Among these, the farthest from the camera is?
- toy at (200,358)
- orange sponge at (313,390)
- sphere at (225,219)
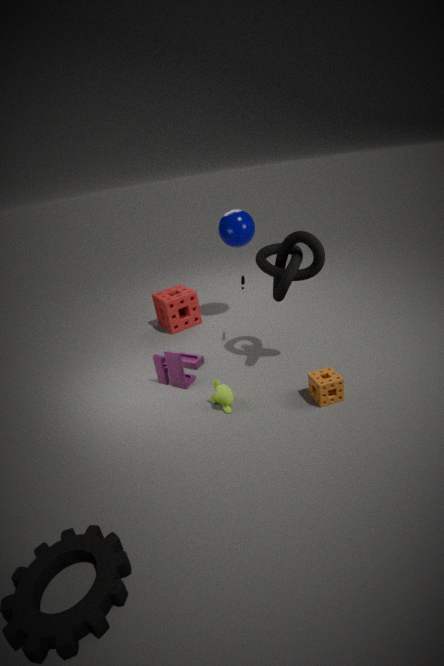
sphere at (225,219)
